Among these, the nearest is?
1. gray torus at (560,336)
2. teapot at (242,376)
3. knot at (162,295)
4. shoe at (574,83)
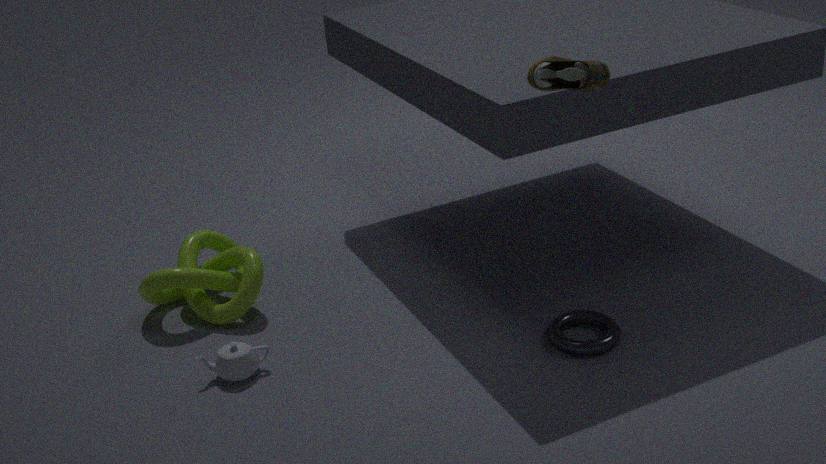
shoe at (574,83)
